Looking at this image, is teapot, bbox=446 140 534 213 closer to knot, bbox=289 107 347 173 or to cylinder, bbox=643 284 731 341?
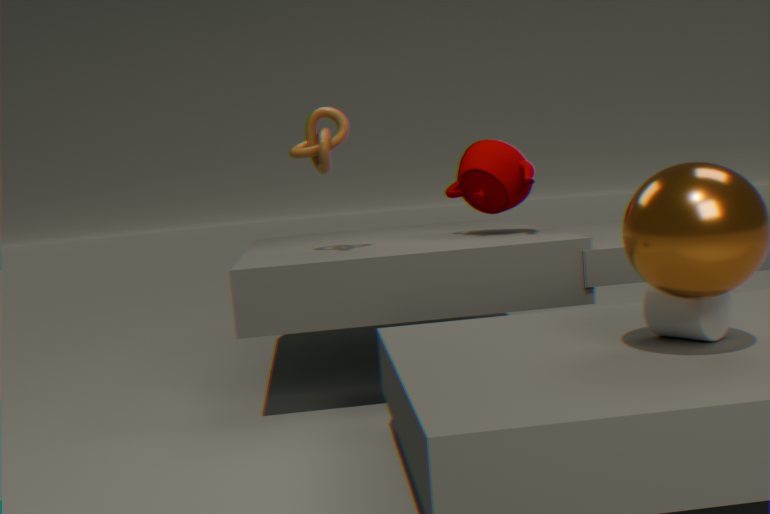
knot, bbox=289 107 347 173
